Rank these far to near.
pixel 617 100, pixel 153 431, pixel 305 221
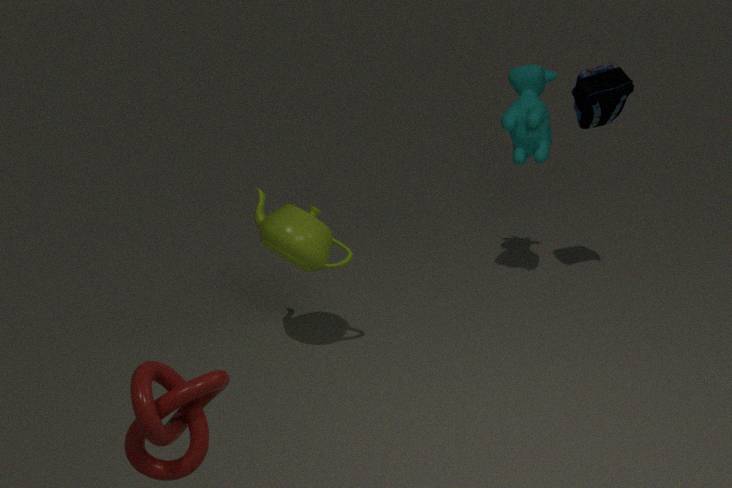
pixel 617 100, pixel 305 221, pixel 153 431
